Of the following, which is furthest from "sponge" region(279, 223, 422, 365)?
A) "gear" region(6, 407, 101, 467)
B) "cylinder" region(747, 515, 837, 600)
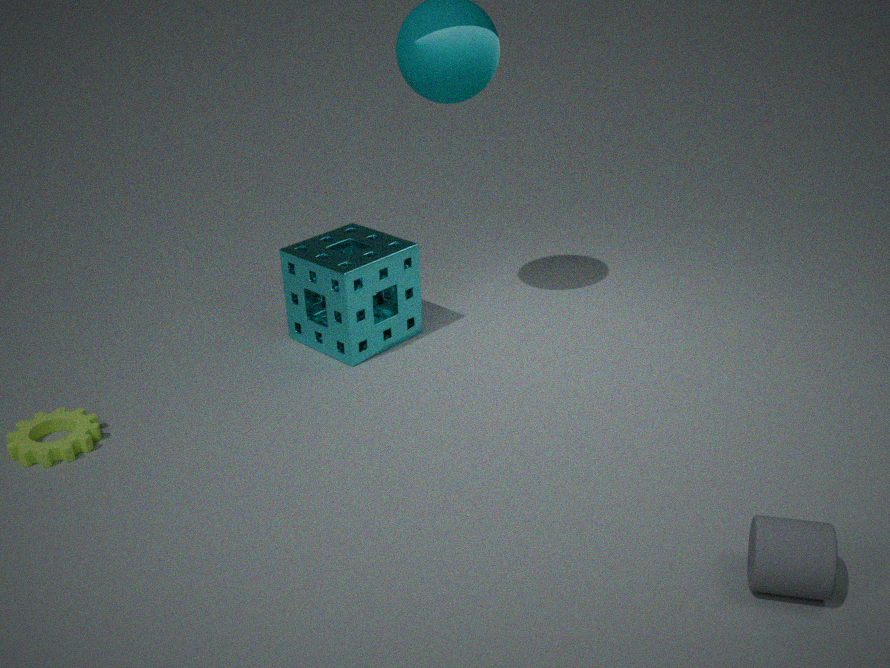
"cylinder" region(747, 515, 837, 600)
